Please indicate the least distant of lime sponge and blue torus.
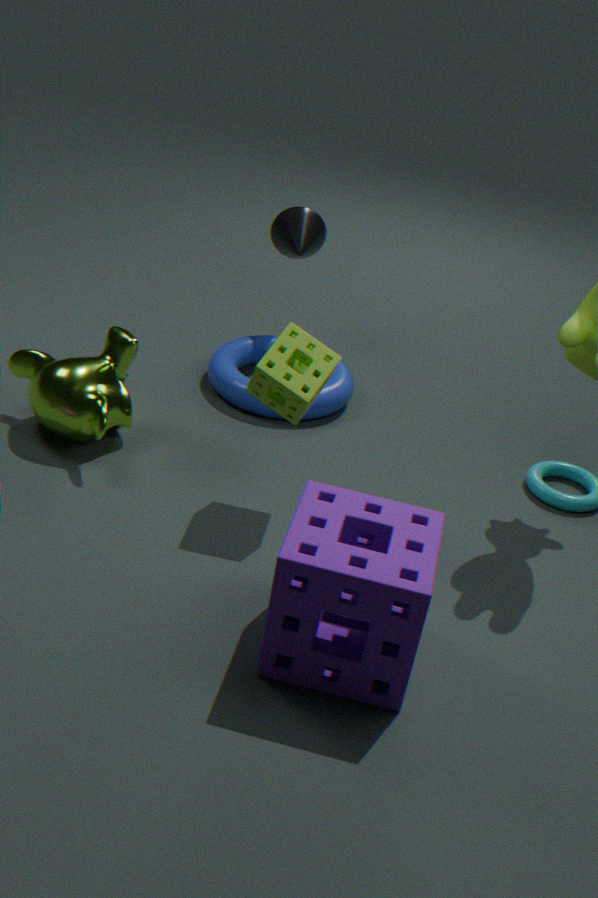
lime sponge
